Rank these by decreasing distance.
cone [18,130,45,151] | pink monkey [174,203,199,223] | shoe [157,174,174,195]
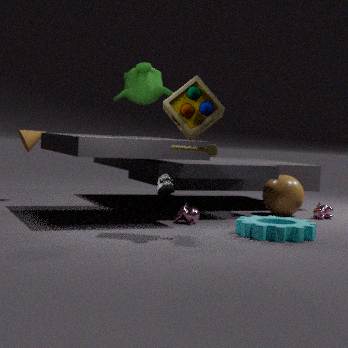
cone [18,130,45,151], pink monkey [174,203,199,223], shoe [157,174,174,195]
